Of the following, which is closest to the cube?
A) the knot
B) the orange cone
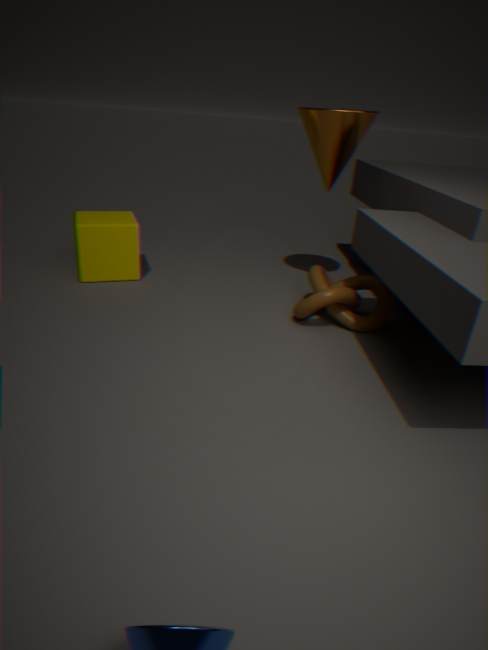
the knot
